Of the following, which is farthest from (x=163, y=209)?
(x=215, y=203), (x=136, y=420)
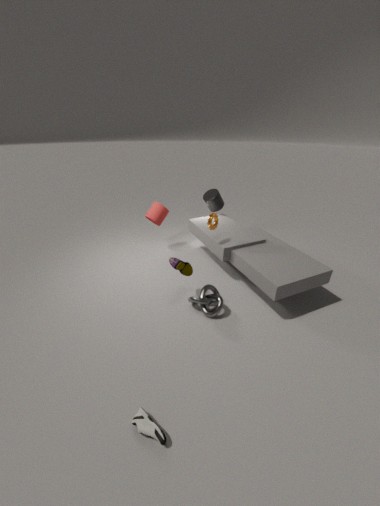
(x=136, y=420)
